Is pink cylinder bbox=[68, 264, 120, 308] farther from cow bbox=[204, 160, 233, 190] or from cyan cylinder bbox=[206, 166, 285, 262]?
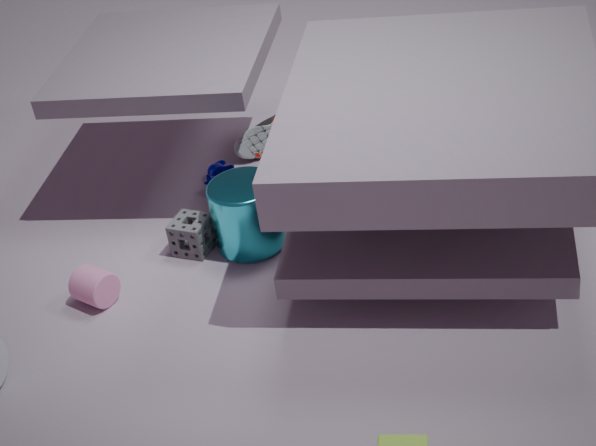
cow bbox=[204, 160, 233, 190]
